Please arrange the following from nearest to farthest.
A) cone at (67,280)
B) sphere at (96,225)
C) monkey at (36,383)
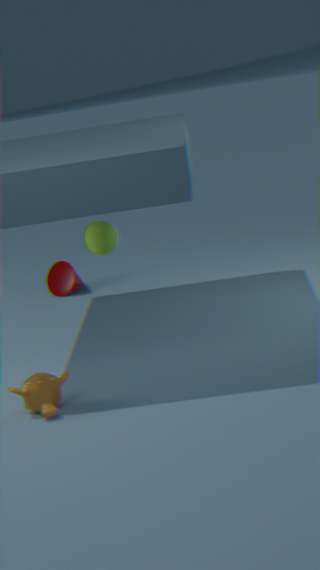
monkey at (36,383) → sphere at (96,225) → cone at (67,280)
